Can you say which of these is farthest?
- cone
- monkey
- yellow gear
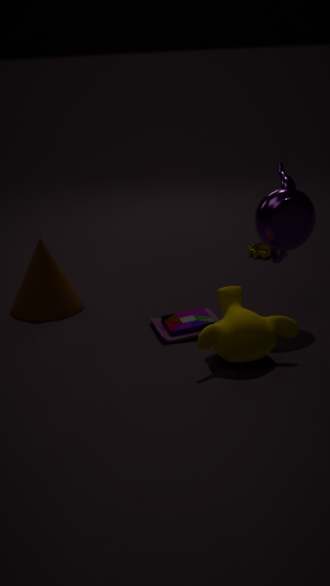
yellow gear
